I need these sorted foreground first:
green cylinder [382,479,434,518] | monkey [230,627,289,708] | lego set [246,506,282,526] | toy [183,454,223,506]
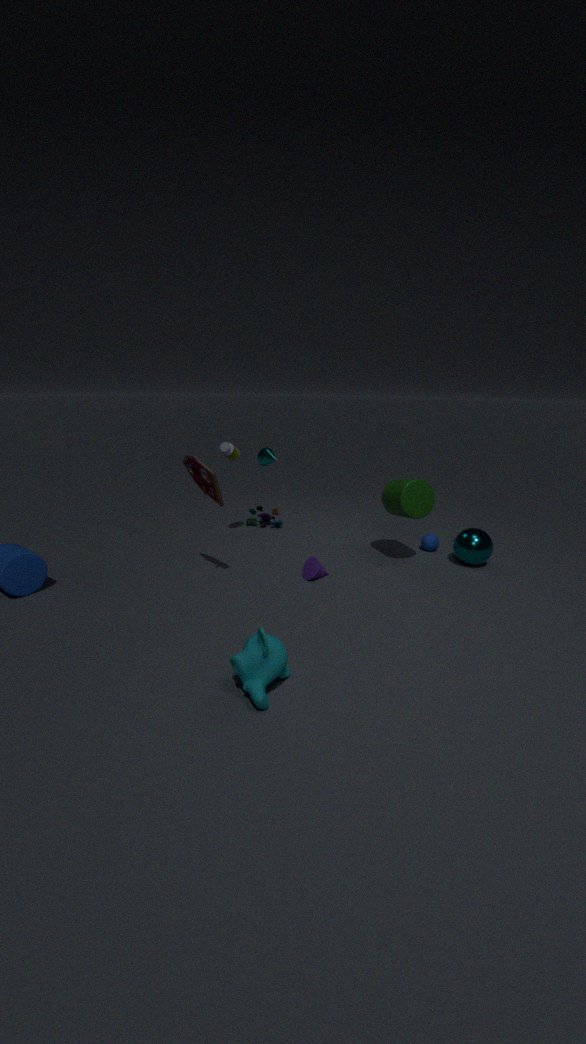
1. monkey [230,627,289,708]
2. toy [183,454,223,506]
3. green cylinder [382,479,434,518]
4. lego set [246,506,282,526]
